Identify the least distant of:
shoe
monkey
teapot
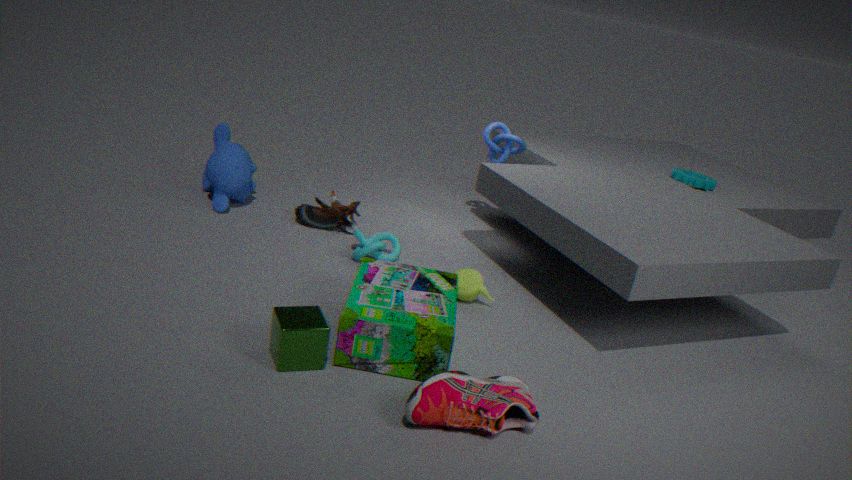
shoe
